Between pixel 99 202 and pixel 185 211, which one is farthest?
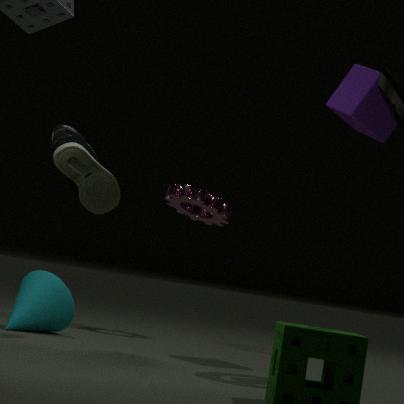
pixel 185 211
